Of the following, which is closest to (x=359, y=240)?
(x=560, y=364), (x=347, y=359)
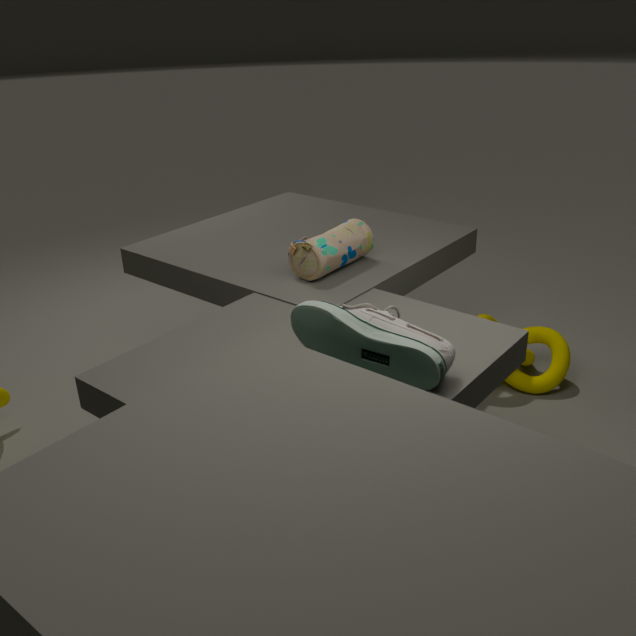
(x=347, y=359)
